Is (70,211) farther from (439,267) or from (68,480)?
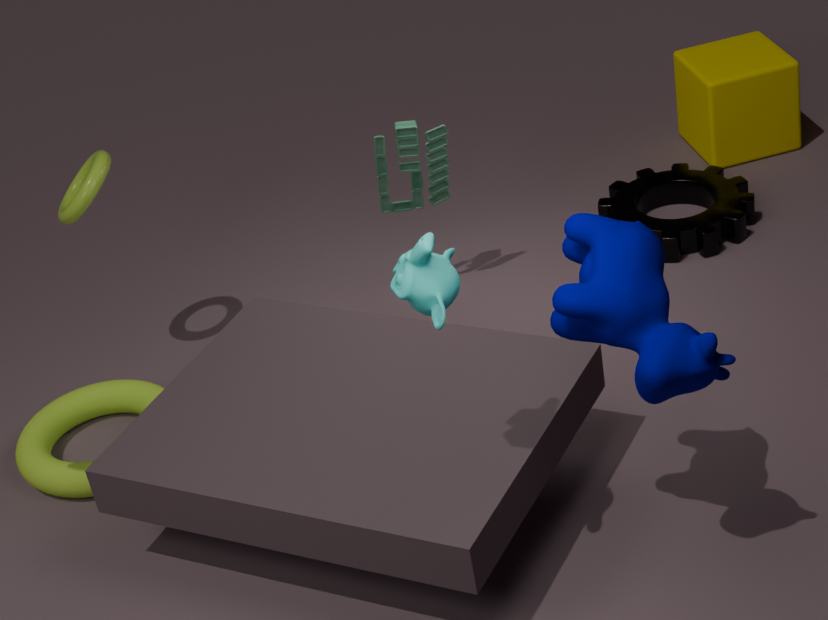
(439,267)
